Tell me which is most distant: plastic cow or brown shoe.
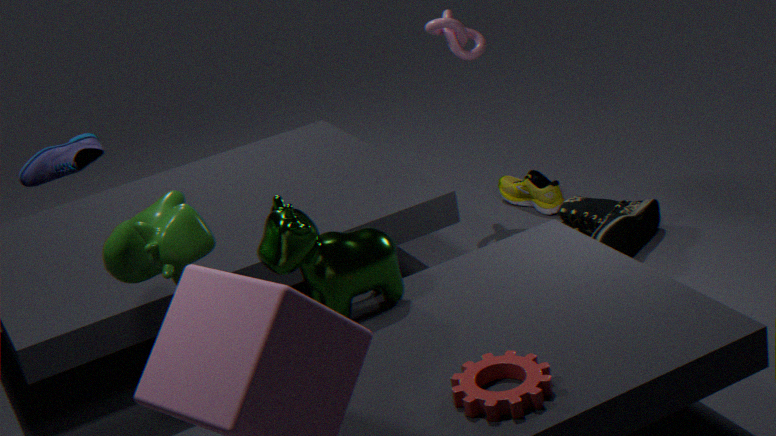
brown shoe
